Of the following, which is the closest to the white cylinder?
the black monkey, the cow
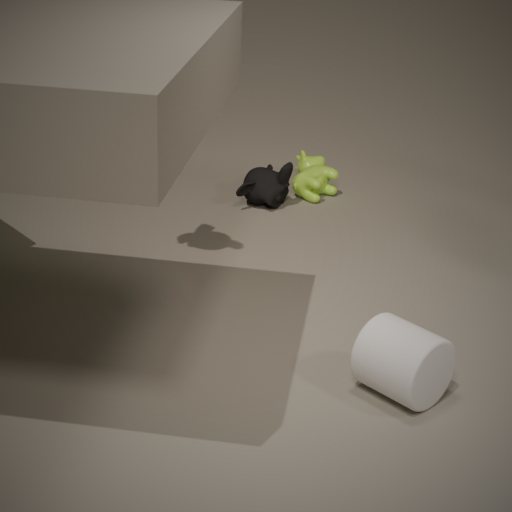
the black monkey
